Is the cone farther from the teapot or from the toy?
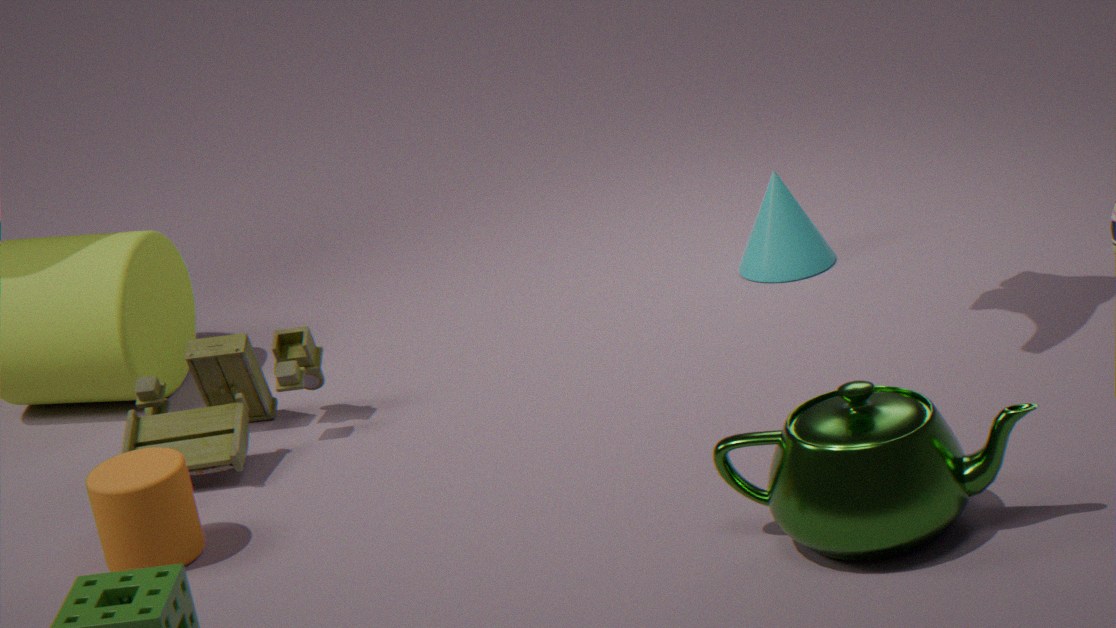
the teapot
